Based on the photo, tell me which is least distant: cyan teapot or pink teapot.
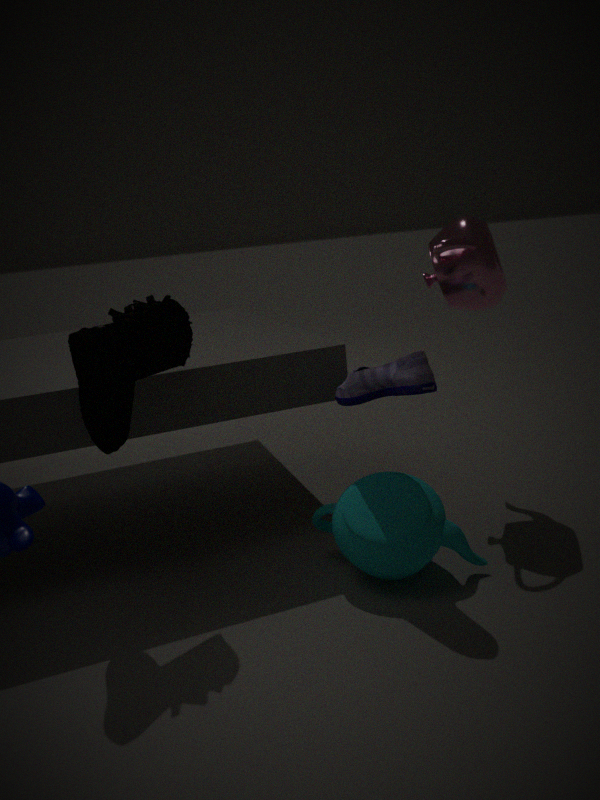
cyan teapot
